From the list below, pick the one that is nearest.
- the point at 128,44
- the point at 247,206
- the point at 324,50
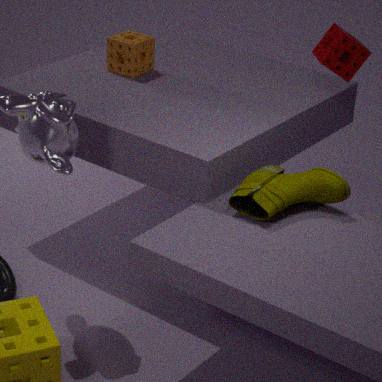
the point at 247,206
